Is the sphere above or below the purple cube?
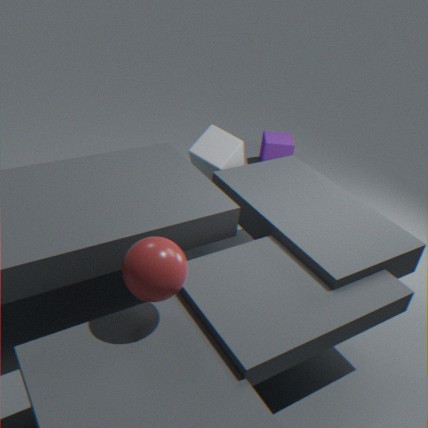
above
